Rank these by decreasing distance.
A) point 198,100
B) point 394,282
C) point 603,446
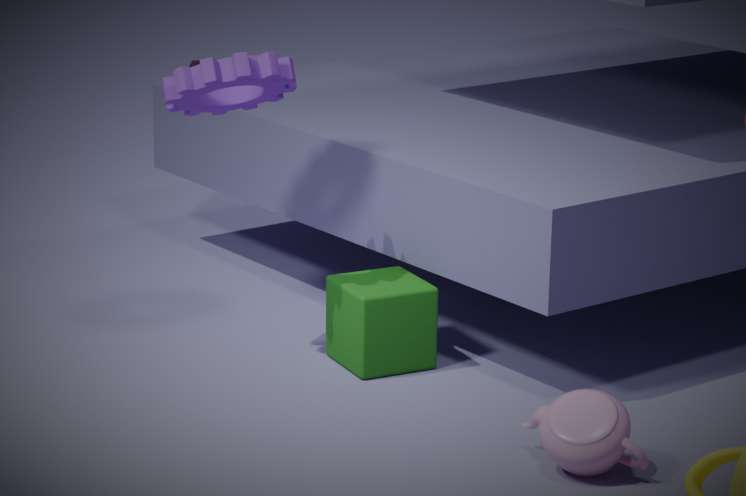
1. point 394,282
2. point 198,100
3. point 603,446
